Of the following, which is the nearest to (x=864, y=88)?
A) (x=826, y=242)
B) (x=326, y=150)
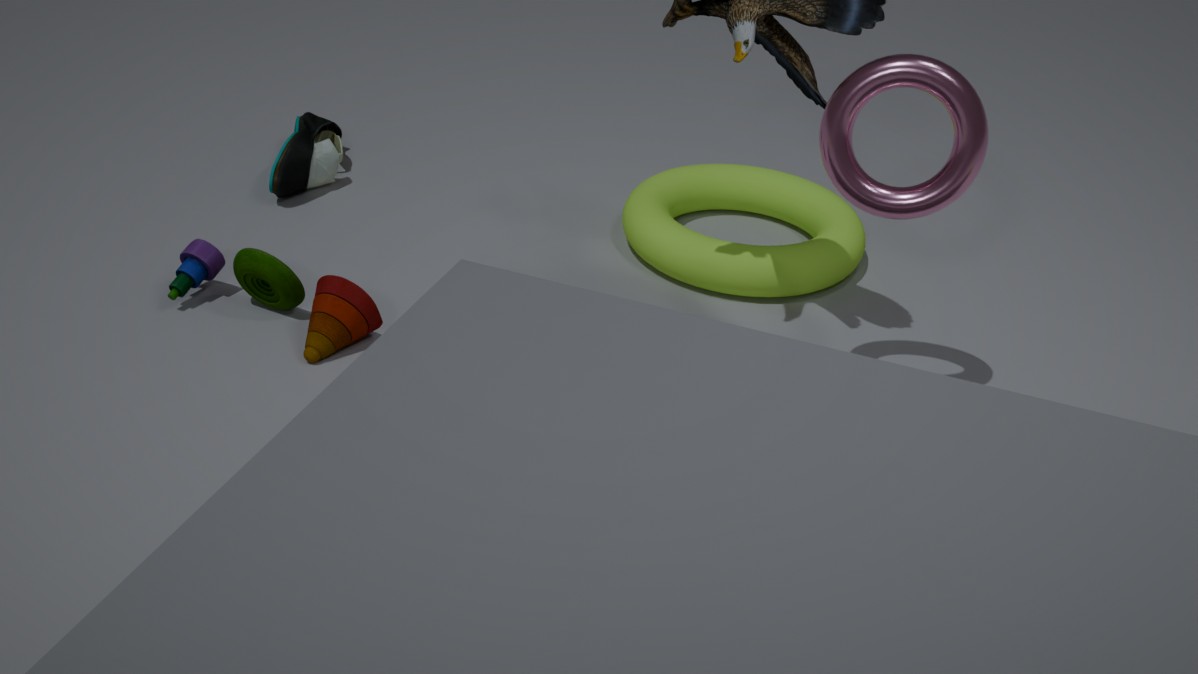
(x=826, y=242)
